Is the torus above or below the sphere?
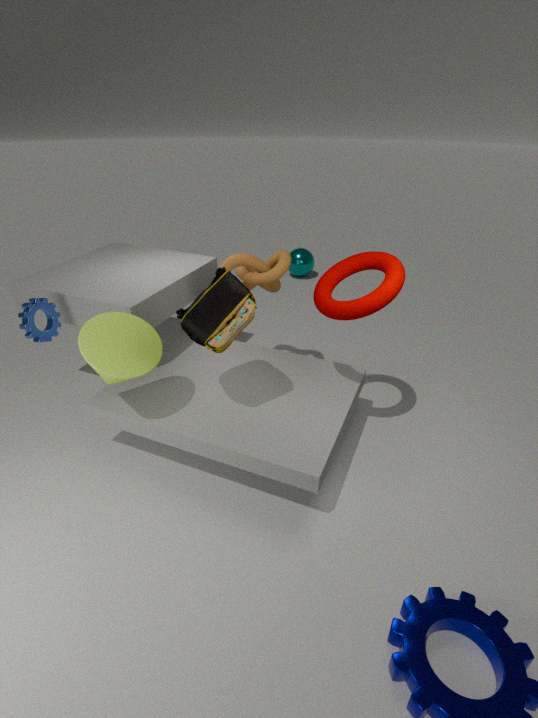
above
